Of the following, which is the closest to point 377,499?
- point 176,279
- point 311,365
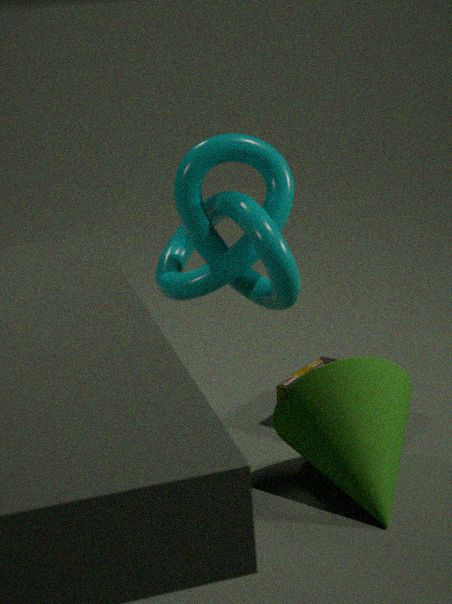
point 311,365
